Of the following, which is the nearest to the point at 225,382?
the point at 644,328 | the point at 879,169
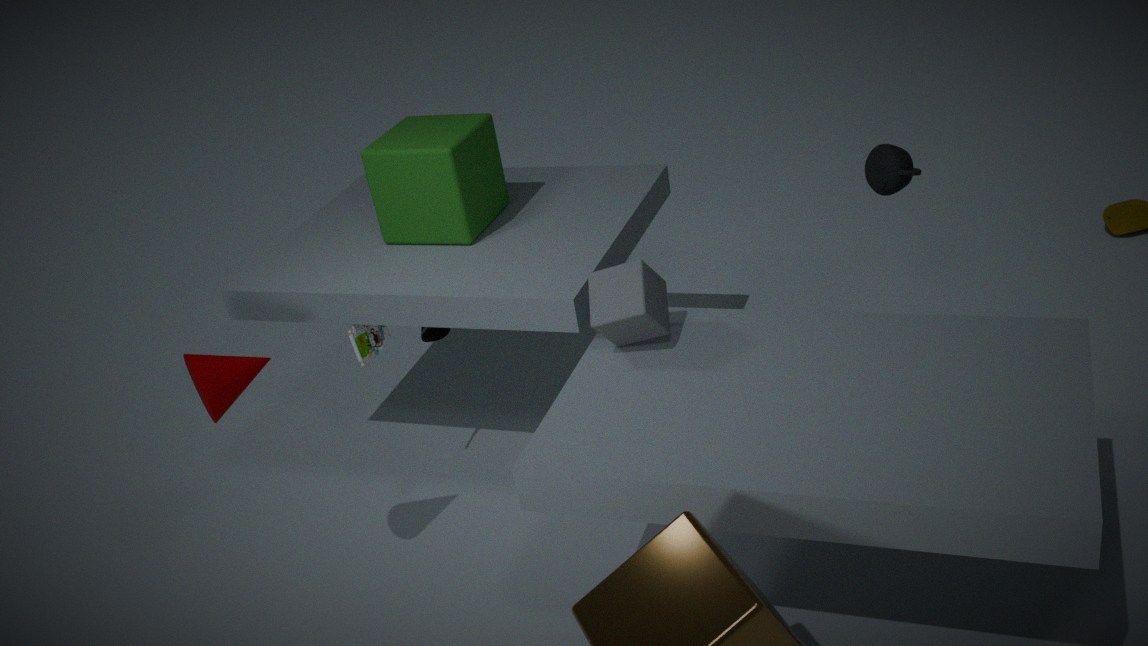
the point at 644,328
